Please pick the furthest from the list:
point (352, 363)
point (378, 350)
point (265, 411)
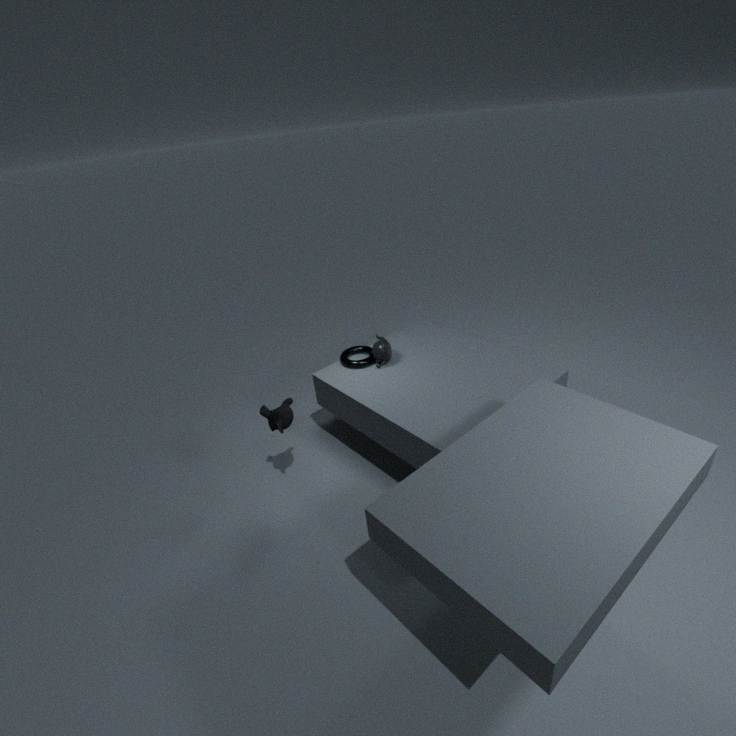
point (352, 363)
